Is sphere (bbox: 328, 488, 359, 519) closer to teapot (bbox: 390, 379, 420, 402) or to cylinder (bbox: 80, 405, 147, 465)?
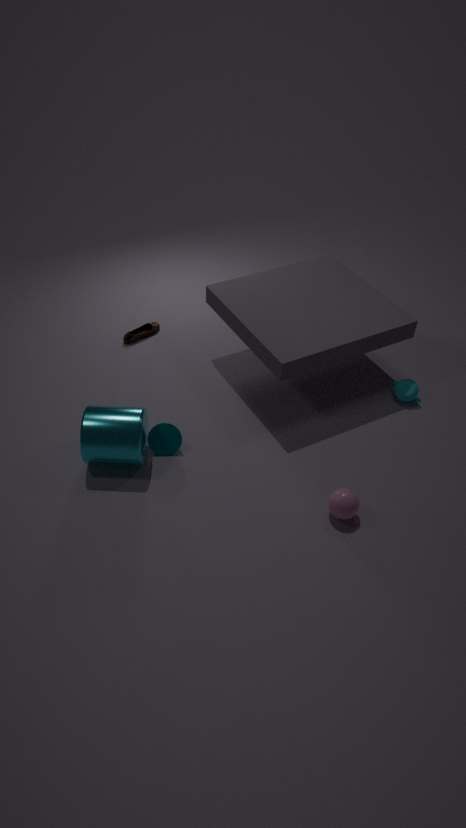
teapot (bbox: 390, 379, 420, 402)
